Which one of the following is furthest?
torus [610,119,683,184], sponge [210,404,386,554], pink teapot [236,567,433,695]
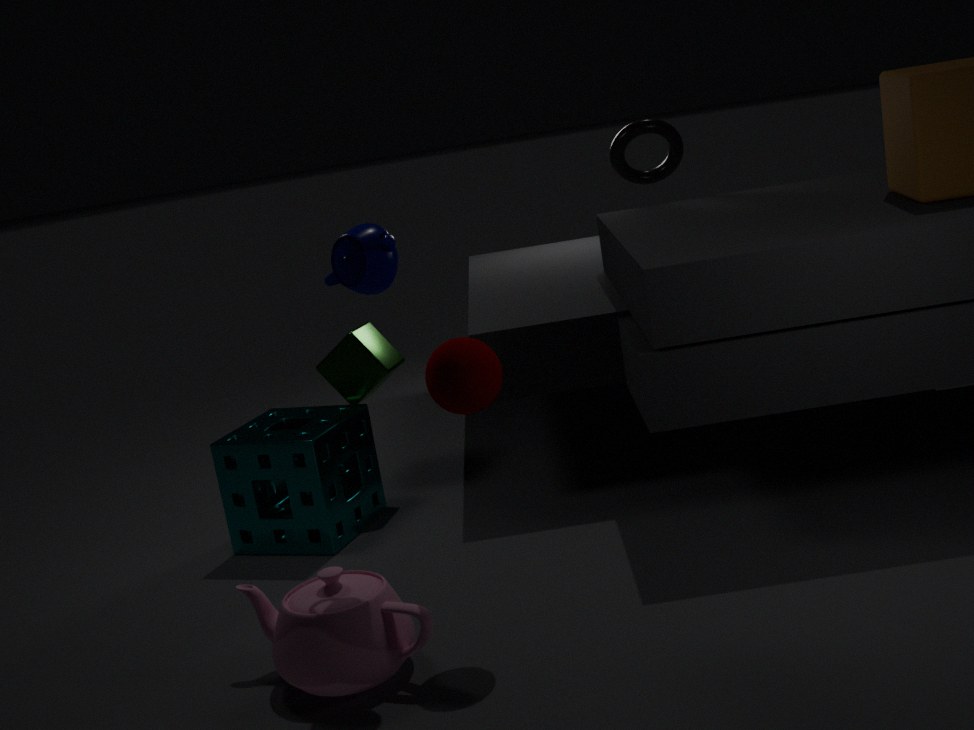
torus [610,119,683,184]
